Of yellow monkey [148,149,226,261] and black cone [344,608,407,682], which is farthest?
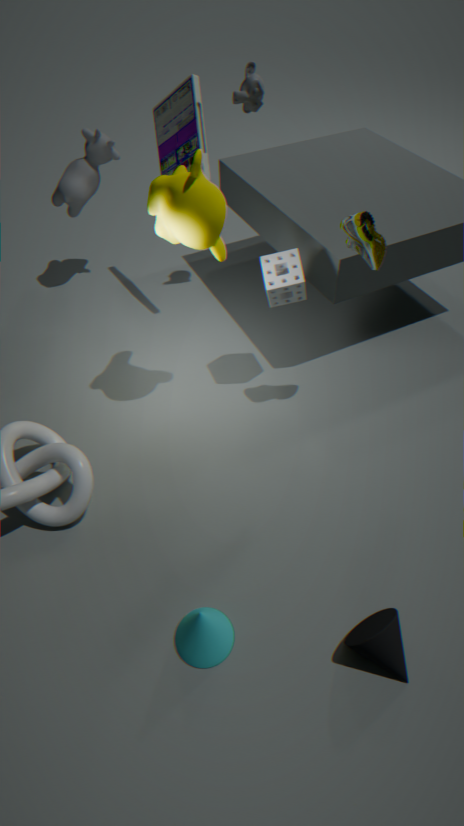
yellow monkey [148,149,226,261]
